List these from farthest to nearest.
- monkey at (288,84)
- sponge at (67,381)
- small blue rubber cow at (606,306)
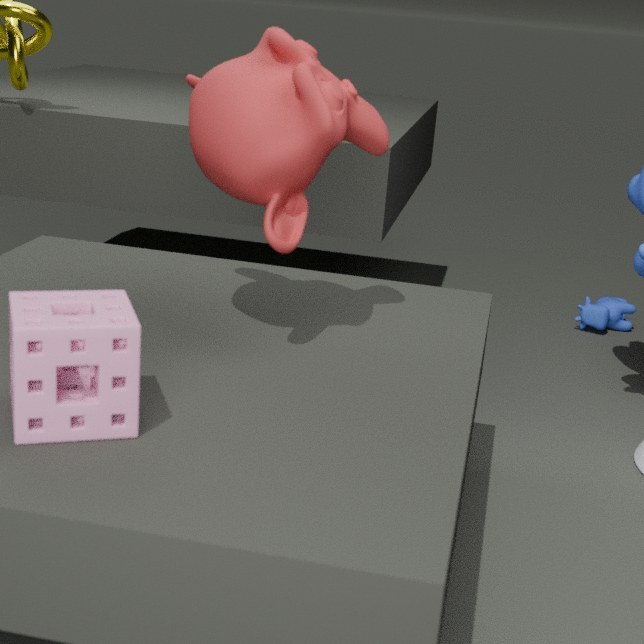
small blue rubber cow at (606,306)
monkey at (288,84)
sponge at (67,381)
